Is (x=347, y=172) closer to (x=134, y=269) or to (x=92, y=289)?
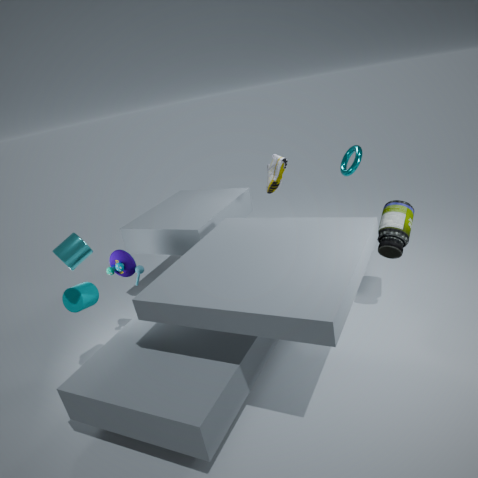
(x=134, y=269)
